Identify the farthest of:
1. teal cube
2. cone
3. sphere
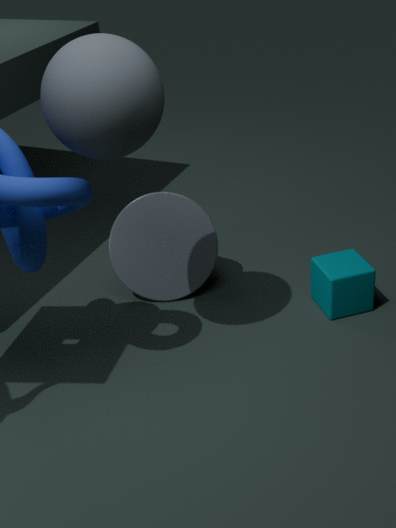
cone
